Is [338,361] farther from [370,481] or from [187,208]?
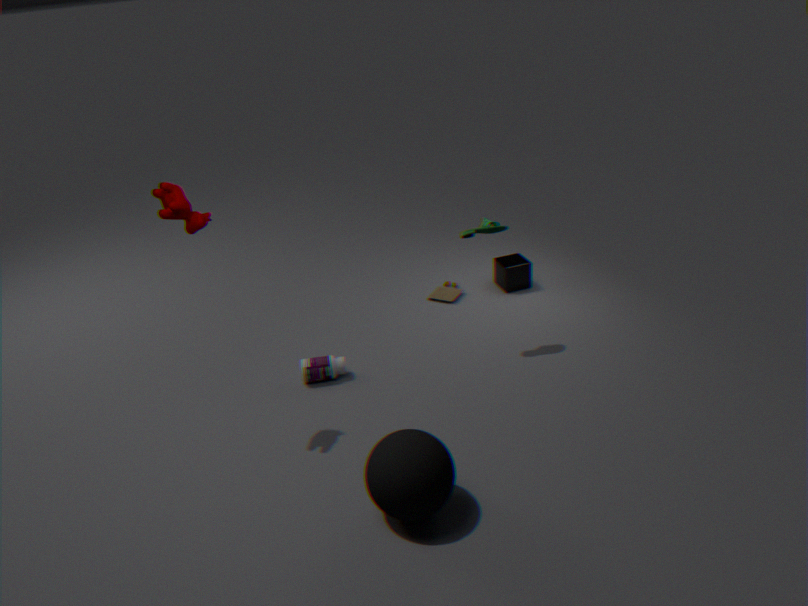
[187,208]
